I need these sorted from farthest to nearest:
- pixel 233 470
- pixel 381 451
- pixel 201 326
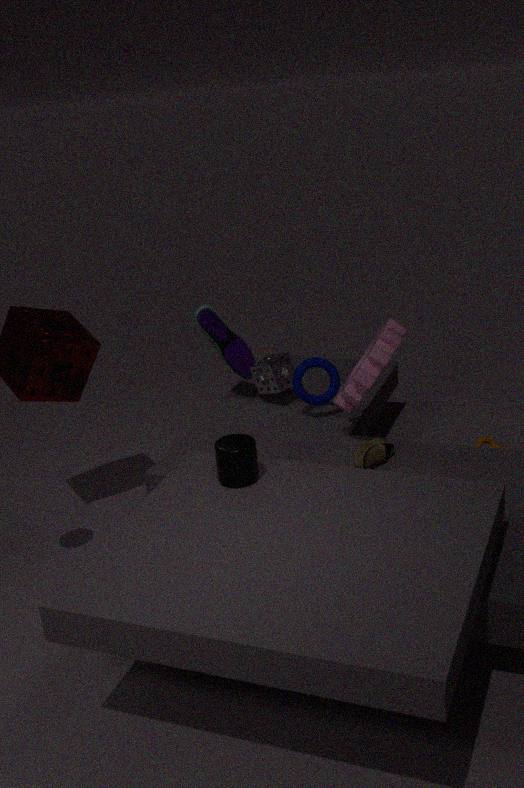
1. pixel 201 326
2. pixel 381 451
3. pixel 233 470
